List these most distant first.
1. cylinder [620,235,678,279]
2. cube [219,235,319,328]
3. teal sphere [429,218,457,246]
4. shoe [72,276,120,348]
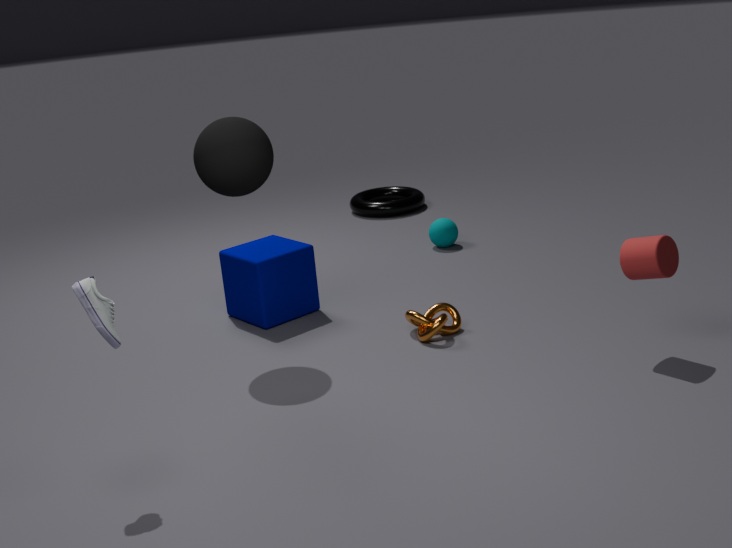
1. teal sphere [429,218,457,246]
2. cube [219,235,319,328]
3. cylinder [620,235,678,279]
4. shoe [72,276,120,348]
